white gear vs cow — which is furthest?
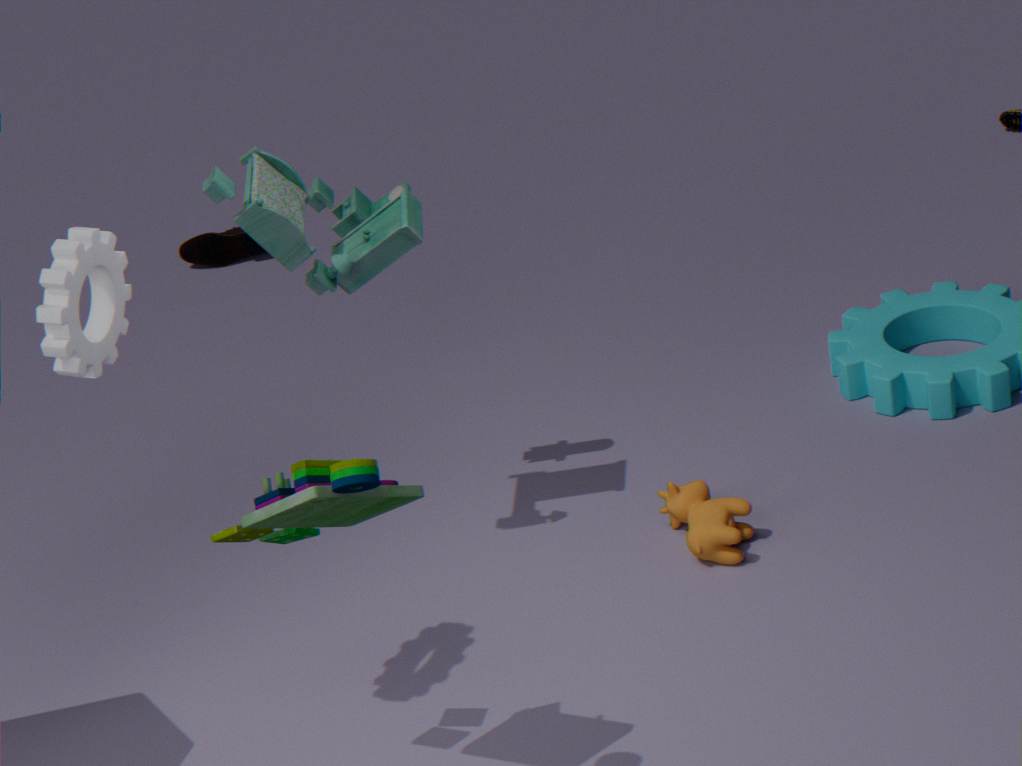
cow
